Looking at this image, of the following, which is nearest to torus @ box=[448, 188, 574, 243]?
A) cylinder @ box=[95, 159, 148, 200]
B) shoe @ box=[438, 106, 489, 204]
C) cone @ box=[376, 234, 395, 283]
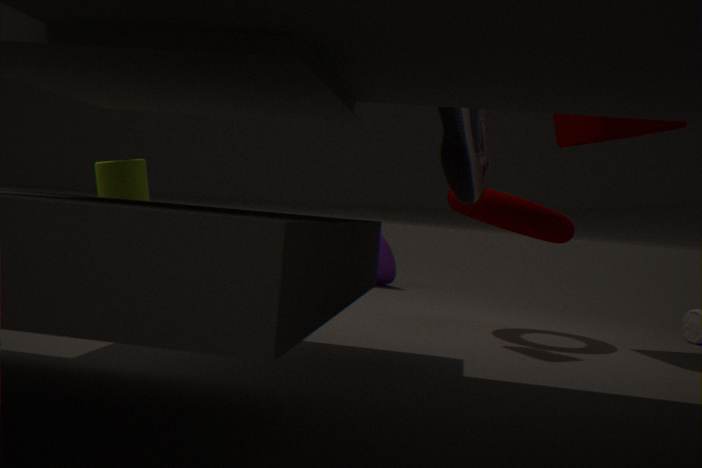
shoe @ box=[438, 106, 489, 204]
